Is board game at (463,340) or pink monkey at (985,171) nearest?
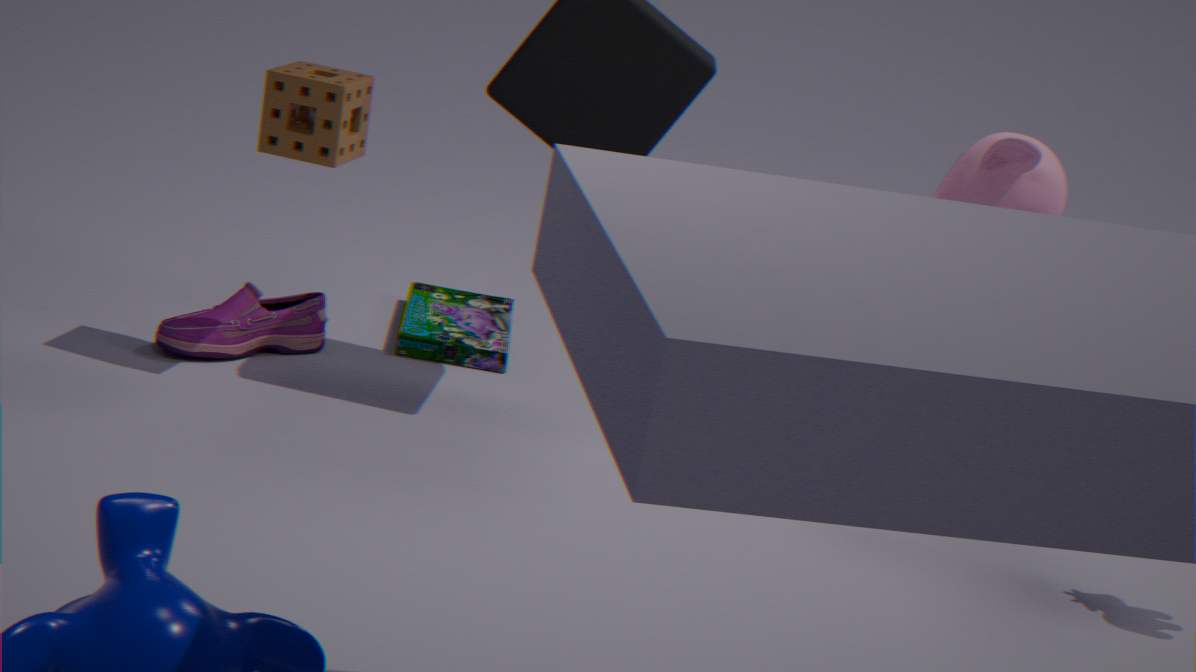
pink monkey at (985,171)
